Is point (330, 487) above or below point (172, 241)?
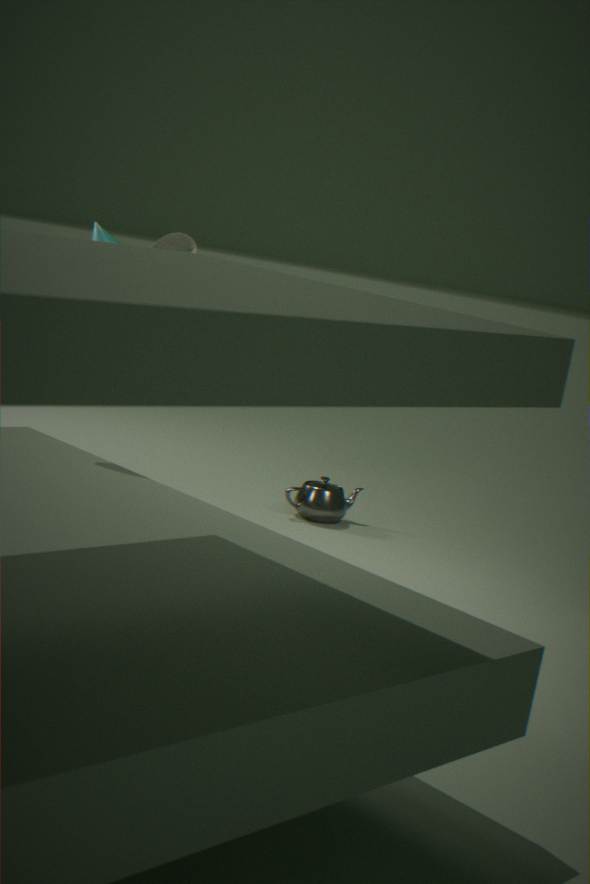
below
